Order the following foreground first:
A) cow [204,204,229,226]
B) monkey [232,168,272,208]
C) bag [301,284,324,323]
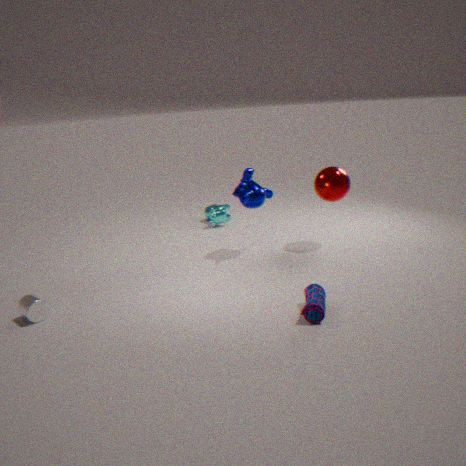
bag [301,284,324,323], monkey [232,168,272,208], cow [204,204,229,226]
